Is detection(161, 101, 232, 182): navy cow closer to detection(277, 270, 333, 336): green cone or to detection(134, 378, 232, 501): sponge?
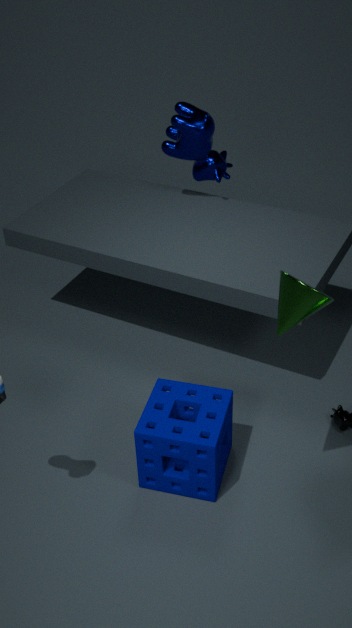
detection(134, 378, 232, 501): sponge
